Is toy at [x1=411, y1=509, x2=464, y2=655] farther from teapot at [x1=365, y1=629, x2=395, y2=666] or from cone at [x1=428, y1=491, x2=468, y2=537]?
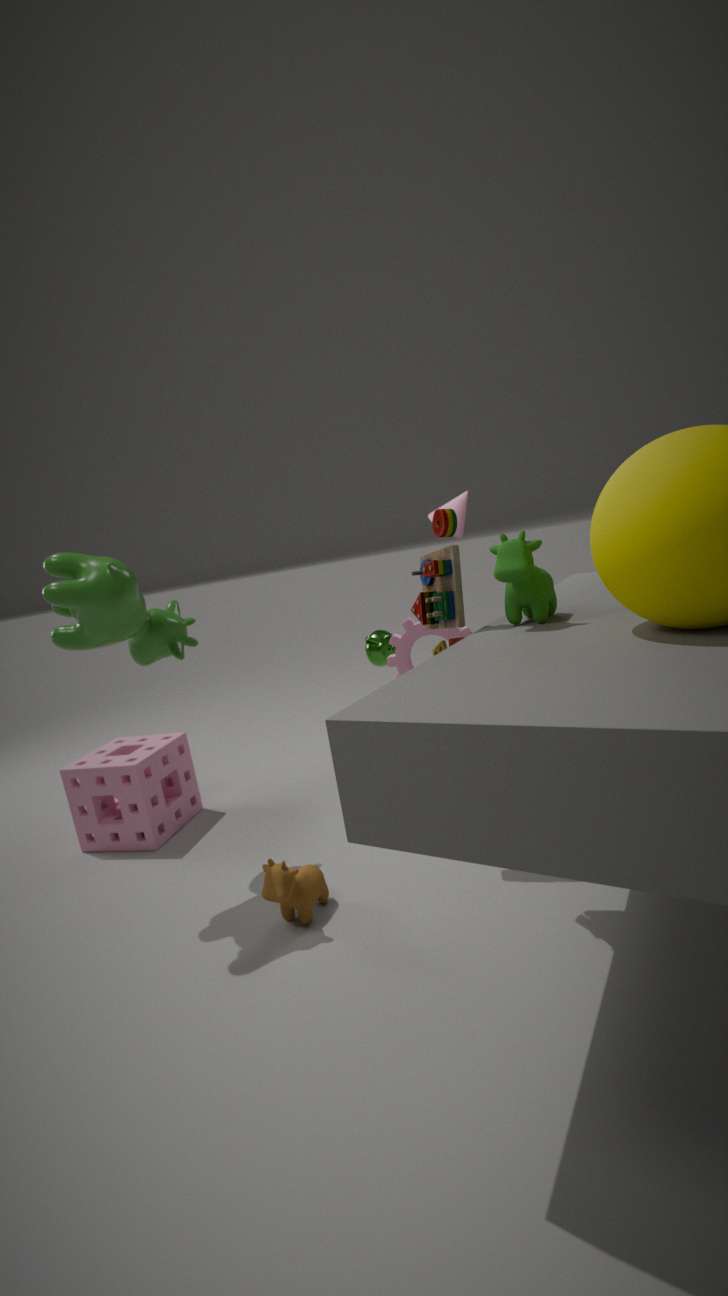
cone at [x1=428, y1=491, x2=468, y2=537]
